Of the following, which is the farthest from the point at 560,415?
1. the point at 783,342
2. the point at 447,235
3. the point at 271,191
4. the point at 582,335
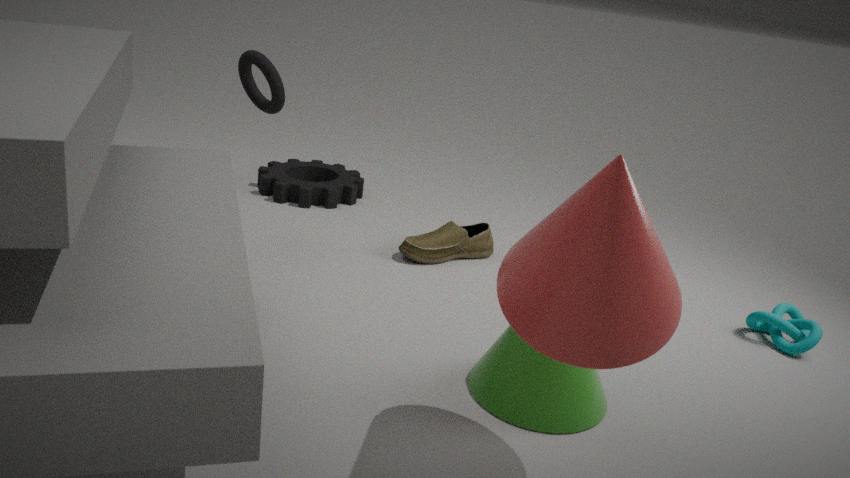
the point at 271,191
